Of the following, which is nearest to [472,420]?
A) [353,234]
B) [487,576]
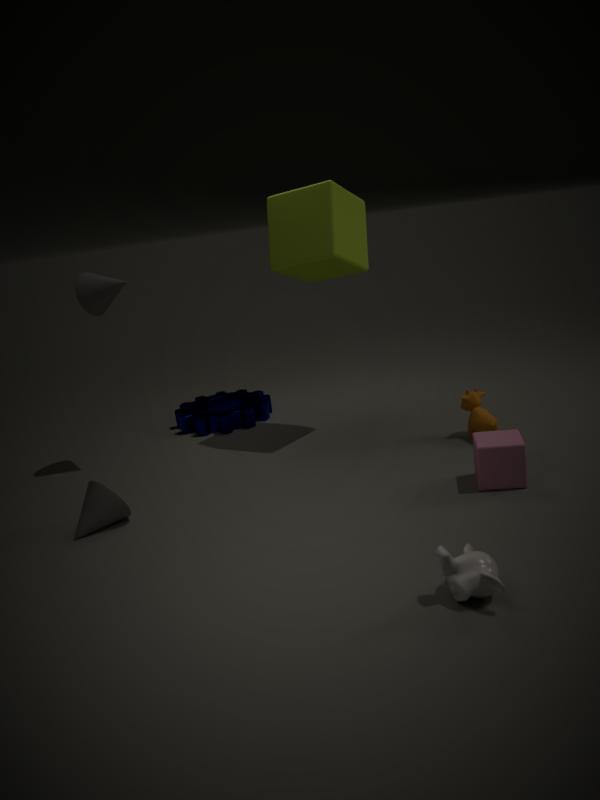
[353,234]
